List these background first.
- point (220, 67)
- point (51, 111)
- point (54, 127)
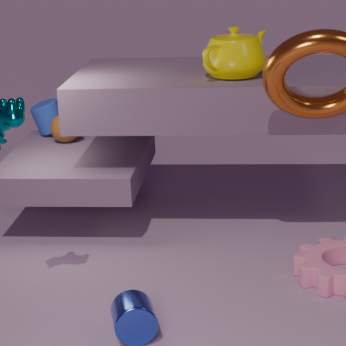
point (51, 111)
point (54, 127)
point (220, 67)
